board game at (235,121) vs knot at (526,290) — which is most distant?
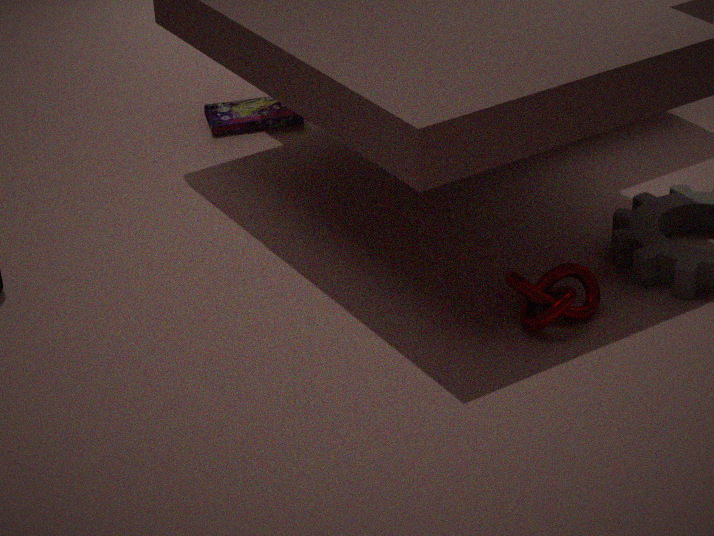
board game at (235,121)
